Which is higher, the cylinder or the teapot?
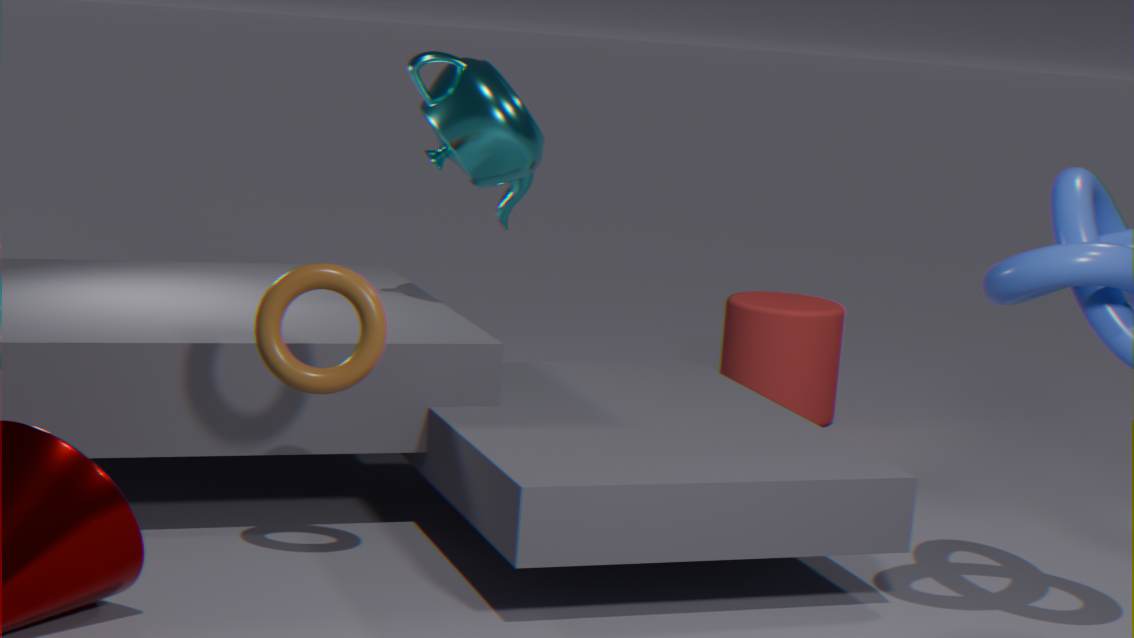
the teapot
